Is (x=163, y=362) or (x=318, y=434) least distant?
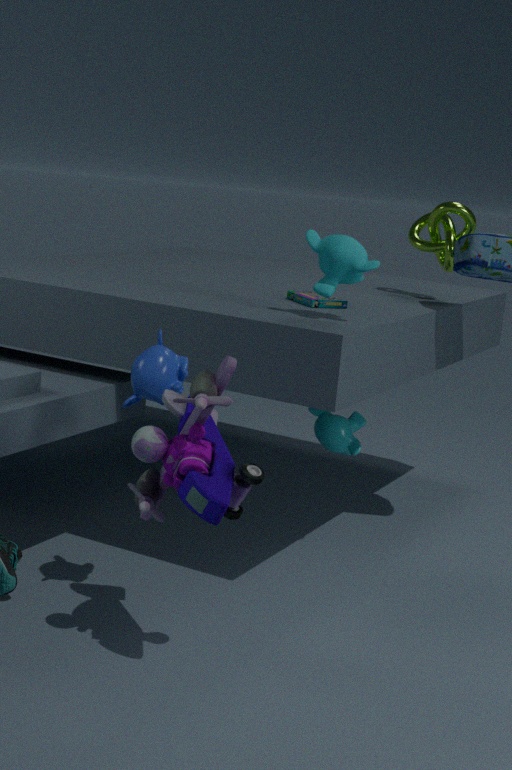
(x=163, y=362)
